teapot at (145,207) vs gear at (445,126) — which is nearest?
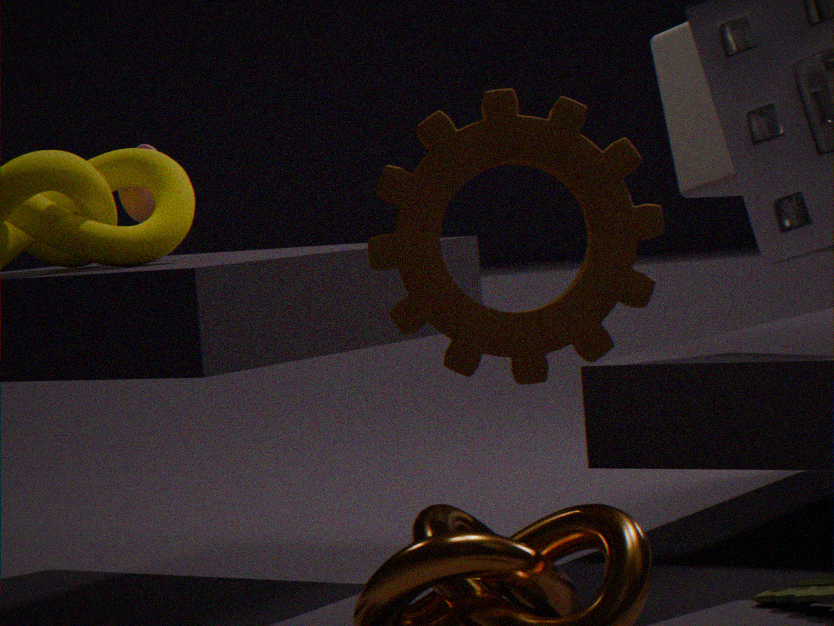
gear at (445,126)
